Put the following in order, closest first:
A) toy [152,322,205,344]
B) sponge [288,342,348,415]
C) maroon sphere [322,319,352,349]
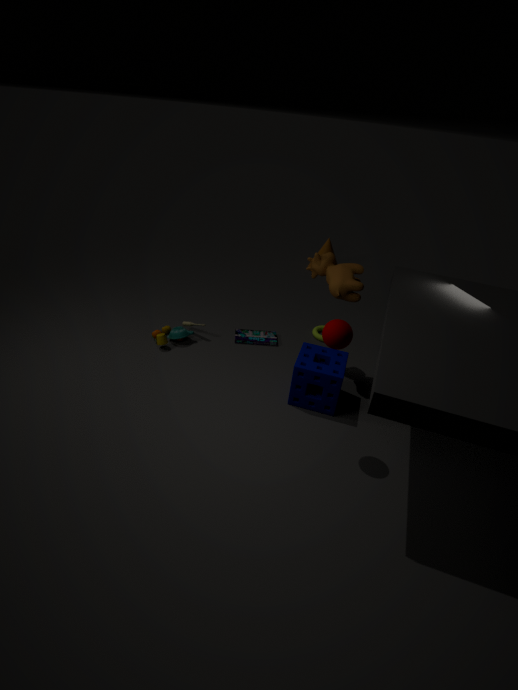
maroon sphere [322,319,352,349] → sponge [288,342,348,415] → toy [152,322,205,344]
